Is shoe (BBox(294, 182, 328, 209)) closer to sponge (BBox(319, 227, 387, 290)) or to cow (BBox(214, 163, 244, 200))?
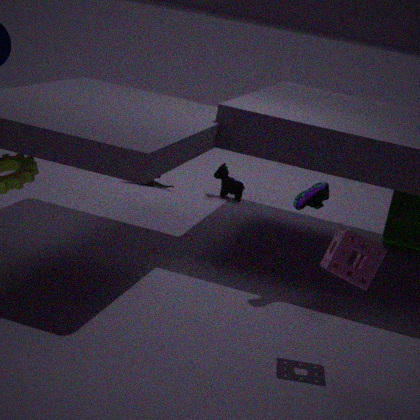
sponge (BBox(319, 227, 387, 290))
